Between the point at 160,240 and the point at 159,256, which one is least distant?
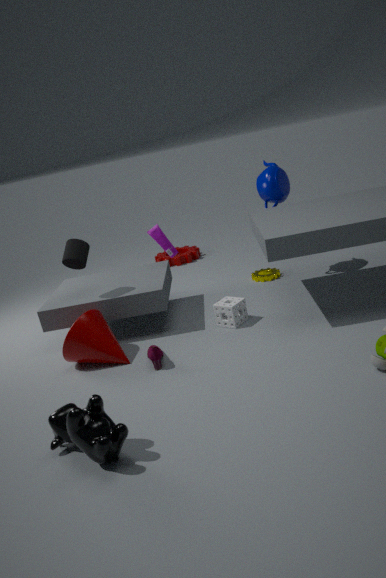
the point at 160,240
